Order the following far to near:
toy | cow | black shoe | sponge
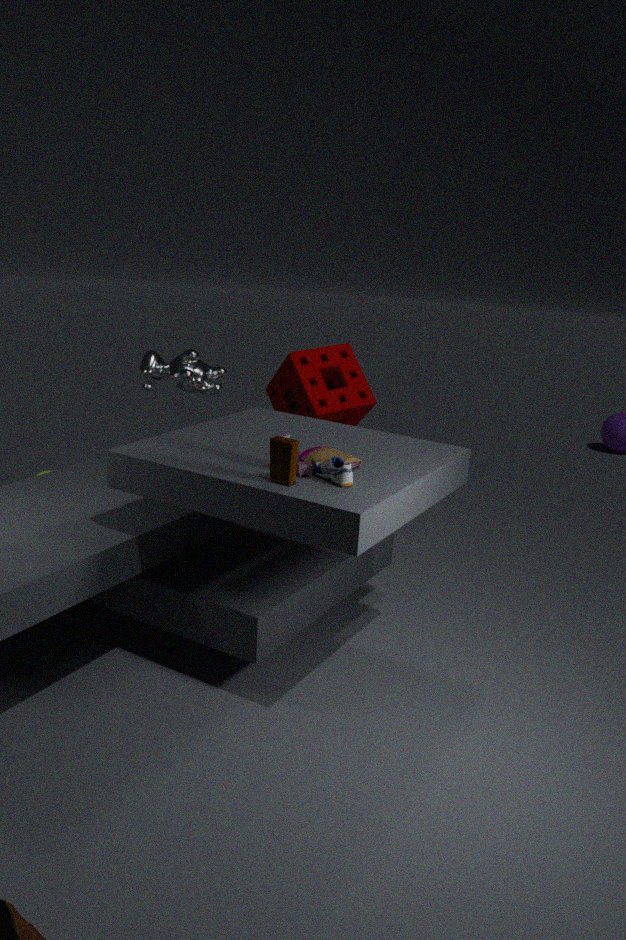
cow < sponge < black shoe < toy
